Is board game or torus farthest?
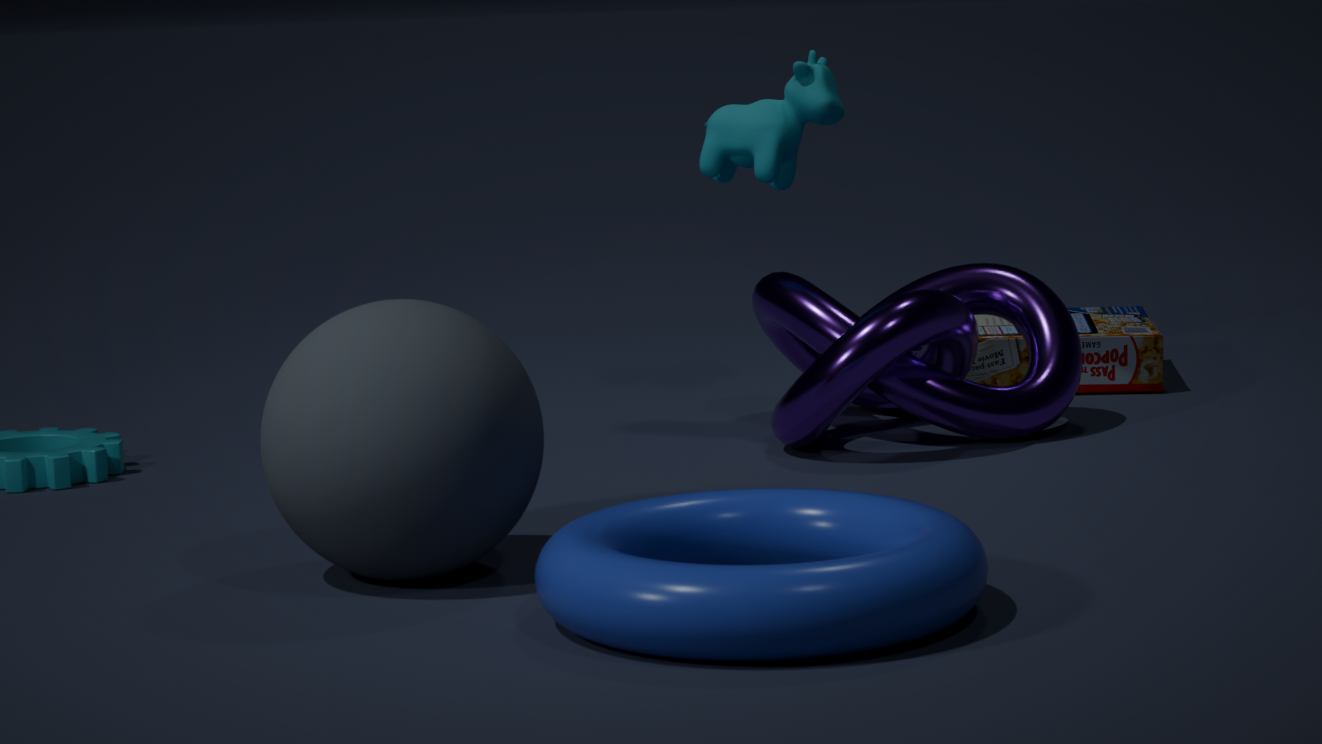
board game
